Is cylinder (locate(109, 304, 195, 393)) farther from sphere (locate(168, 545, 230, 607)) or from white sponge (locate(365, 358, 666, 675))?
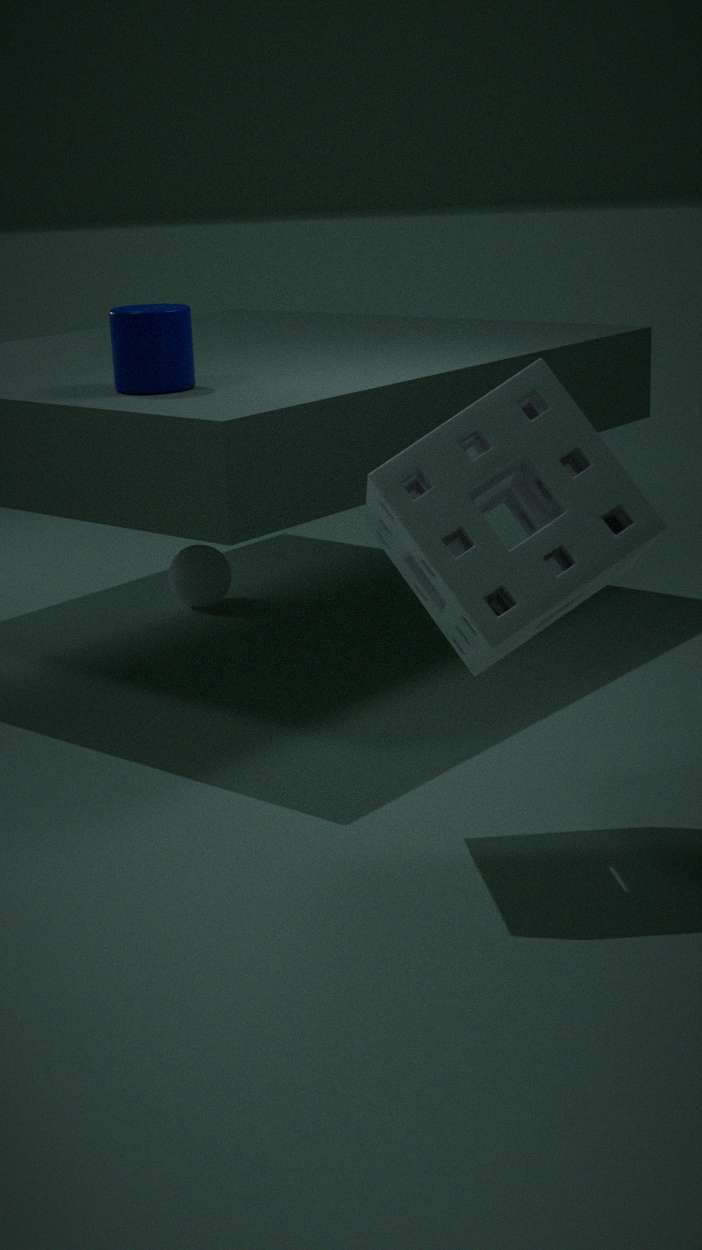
sphere (locate(168, 545, 230, 607))
